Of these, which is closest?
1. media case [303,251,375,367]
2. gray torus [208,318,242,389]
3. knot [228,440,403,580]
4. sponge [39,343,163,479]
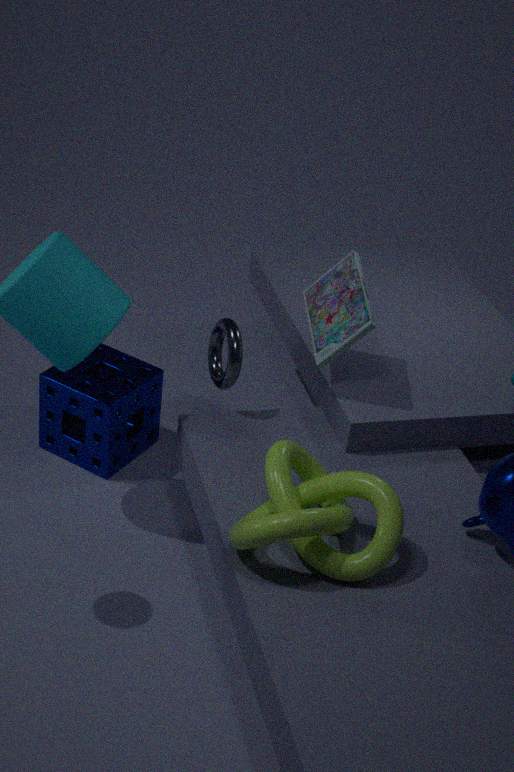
knot [228,440,403,580]
